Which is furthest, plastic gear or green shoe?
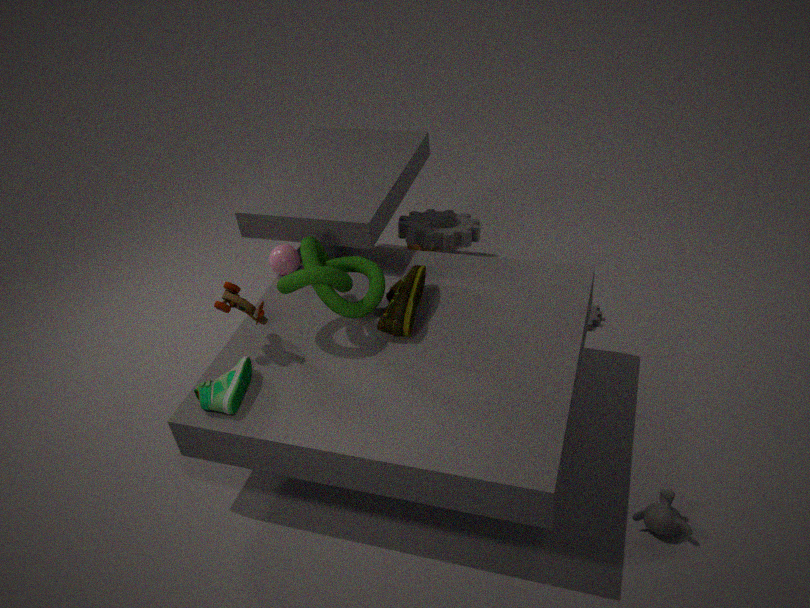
plastic gear
